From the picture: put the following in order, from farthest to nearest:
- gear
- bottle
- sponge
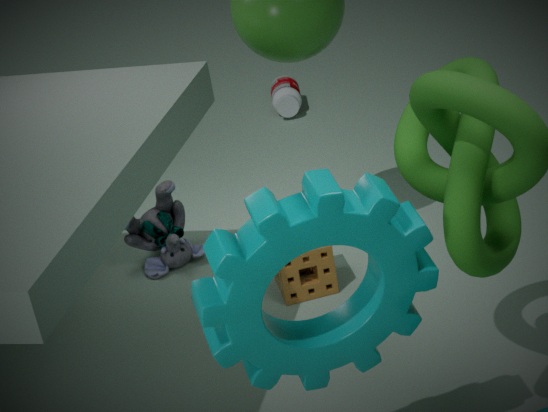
bottle → sponge → gear
